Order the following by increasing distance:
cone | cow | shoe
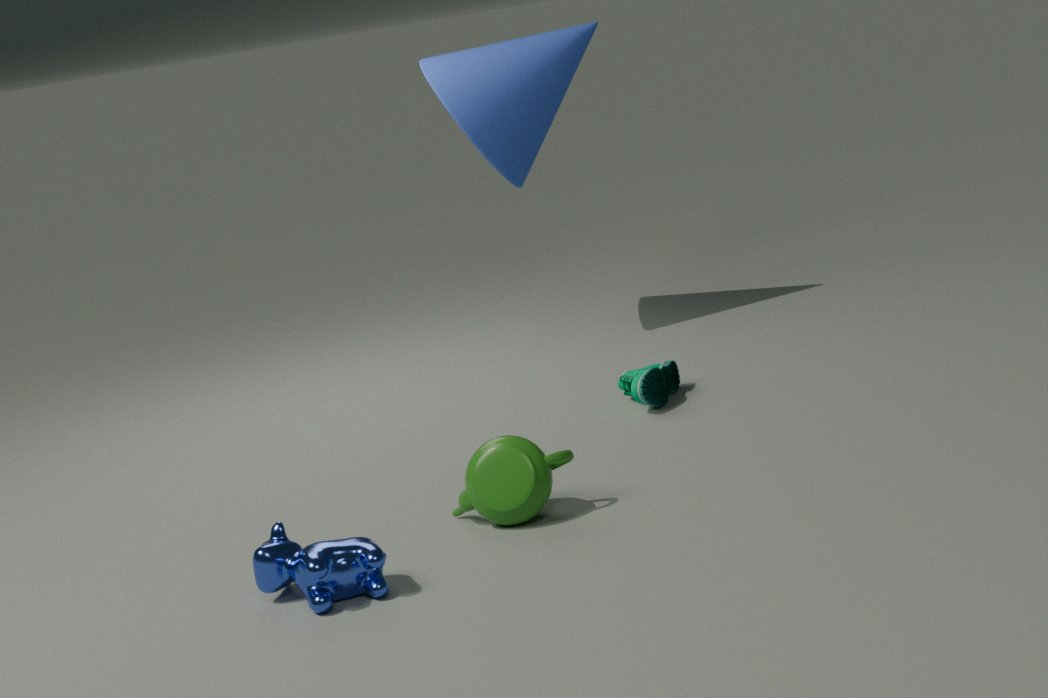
cow, shoe, cone
